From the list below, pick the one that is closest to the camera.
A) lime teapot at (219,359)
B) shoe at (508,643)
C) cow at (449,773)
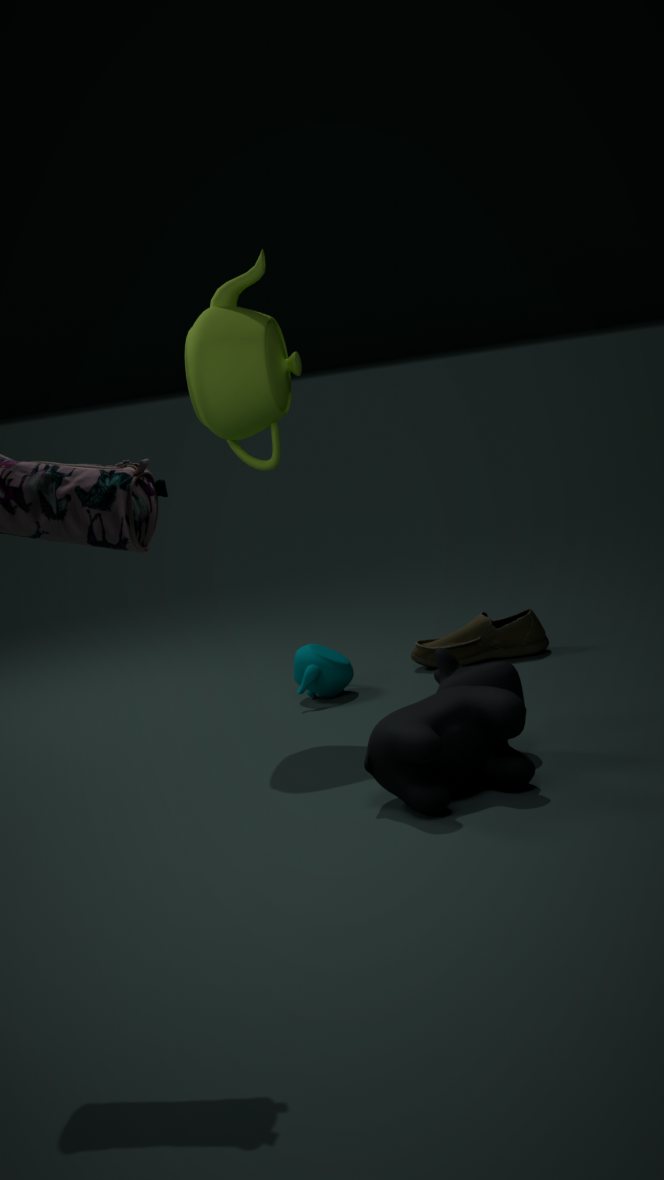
cow at (449,773)
